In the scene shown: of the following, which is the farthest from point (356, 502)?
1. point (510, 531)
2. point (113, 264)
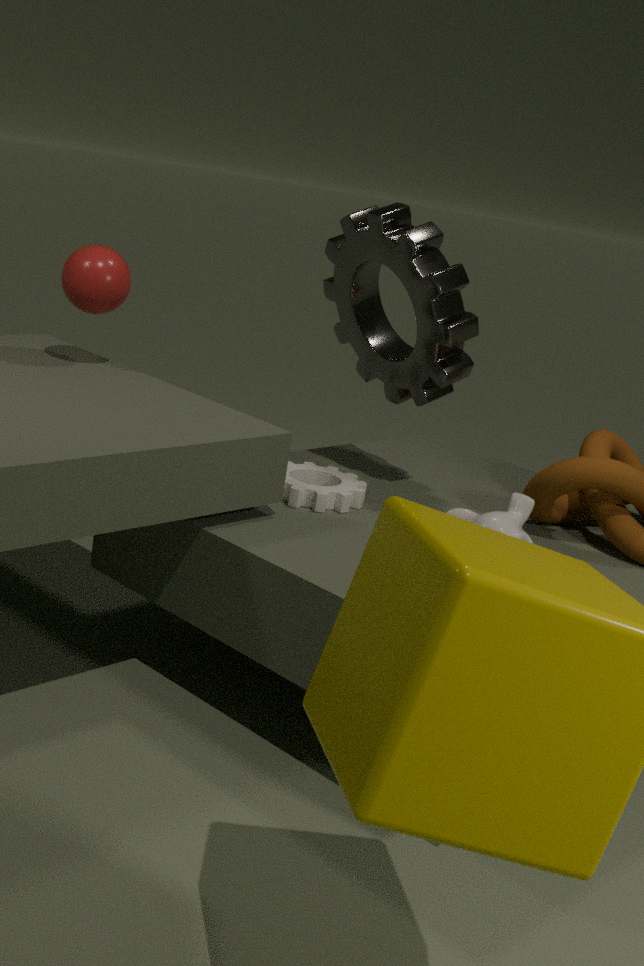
point (113, 264)
